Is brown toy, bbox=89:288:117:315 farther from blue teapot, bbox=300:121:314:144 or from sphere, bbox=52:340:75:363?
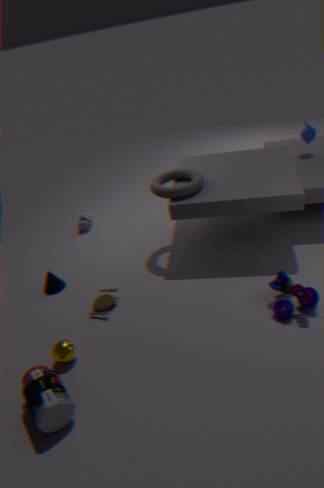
blue teapot, bbox=300:121:314:144
